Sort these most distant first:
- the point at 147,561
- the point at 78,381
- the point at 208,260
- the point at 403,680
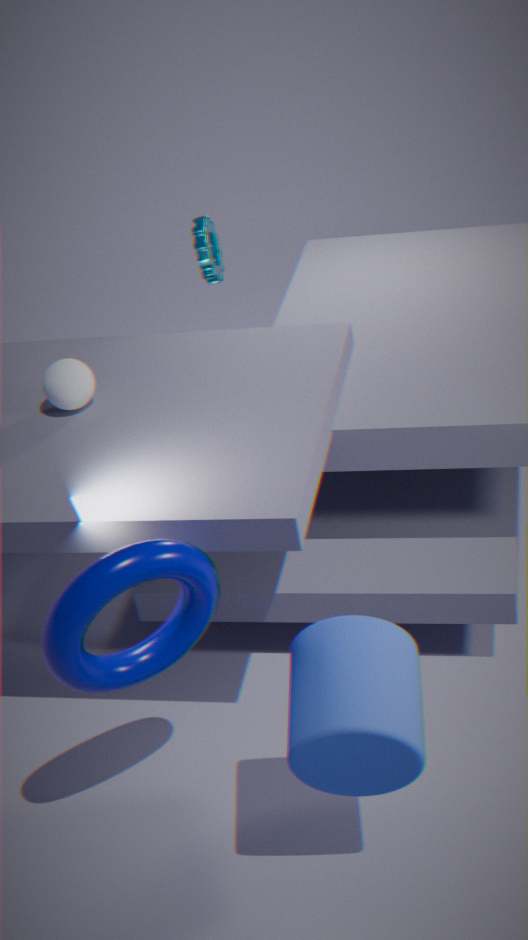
the point at 208,260, the point at 78,381, the point at 147,561, the point at 403,680
